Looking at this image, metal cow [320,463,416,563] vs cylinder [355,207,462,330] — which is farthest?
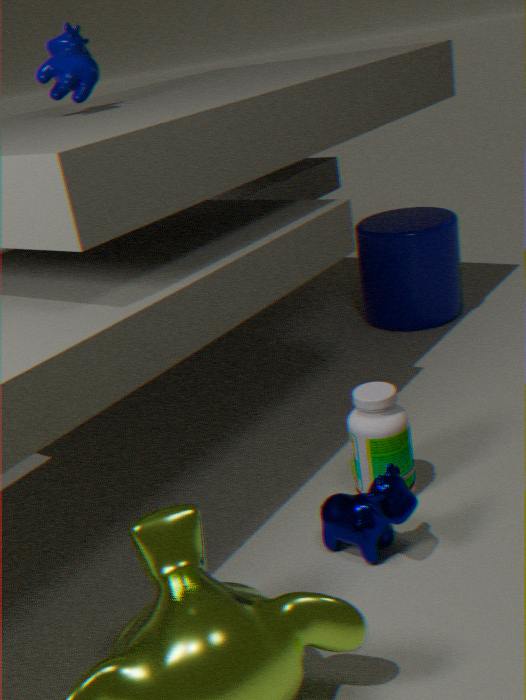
cylinder [355,207,462,330]
